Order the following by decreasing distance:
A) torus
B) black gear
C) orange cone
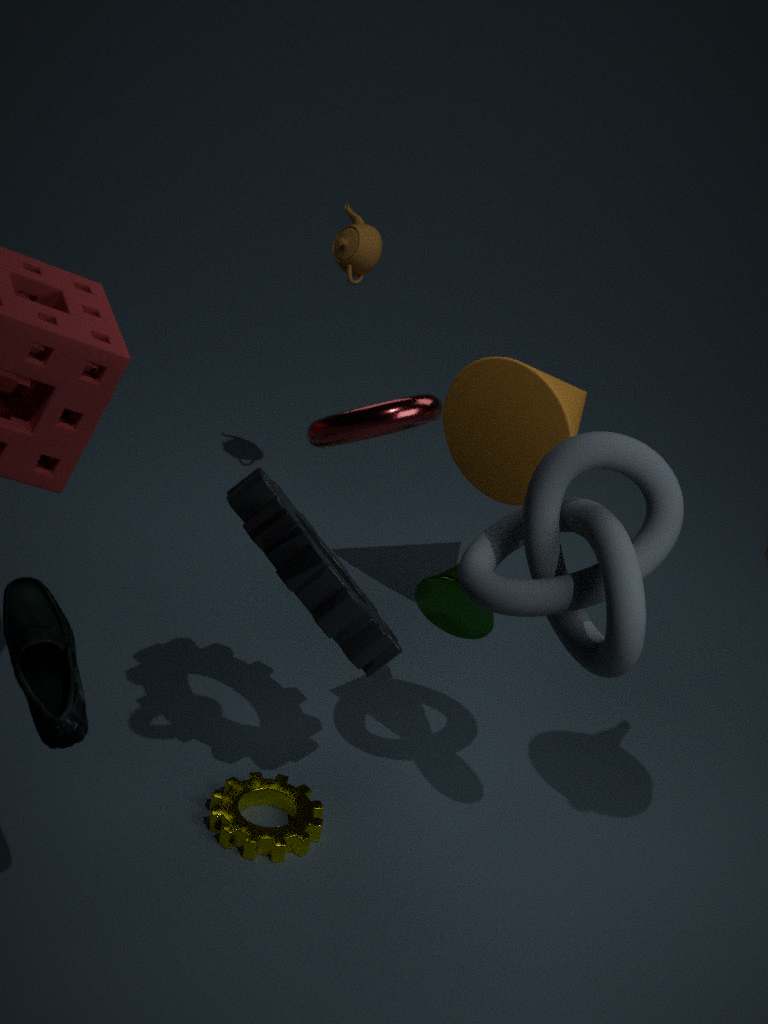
1. orange cone
2. black gear
3. torus
